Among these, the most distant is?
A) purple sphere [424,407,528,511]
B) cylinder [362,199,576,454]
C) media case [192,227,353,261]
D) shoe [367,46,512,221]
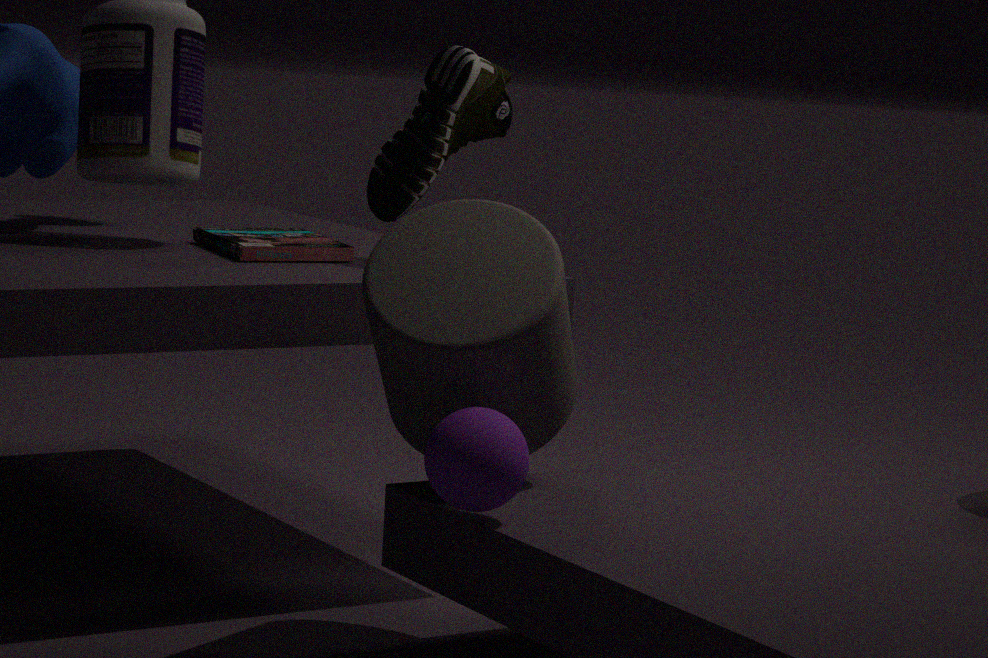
shoe [367,46,512,221]
